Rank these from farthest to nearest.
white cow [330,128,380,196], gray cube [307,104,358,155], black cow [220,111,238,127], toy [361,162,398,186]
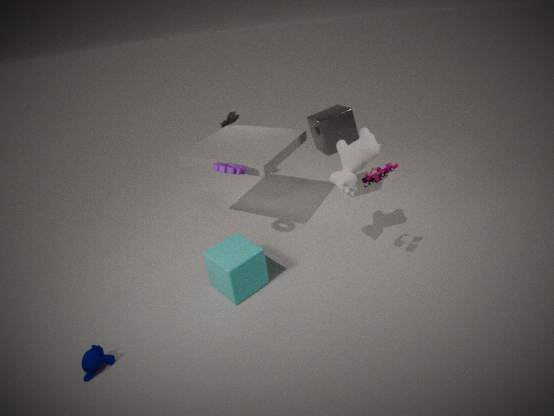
1. black cow [220,111,238,127]
2. gray cube [307,104,358,155]
3. white cow [330,128,380,196]
4. toy [361,162,398,186]
